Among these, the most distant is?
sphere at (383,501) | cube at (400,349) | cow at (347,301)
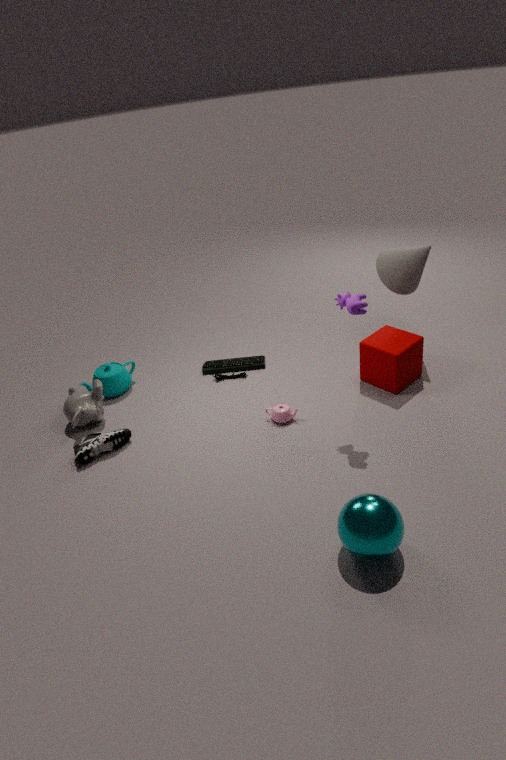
cube at (400,349)
